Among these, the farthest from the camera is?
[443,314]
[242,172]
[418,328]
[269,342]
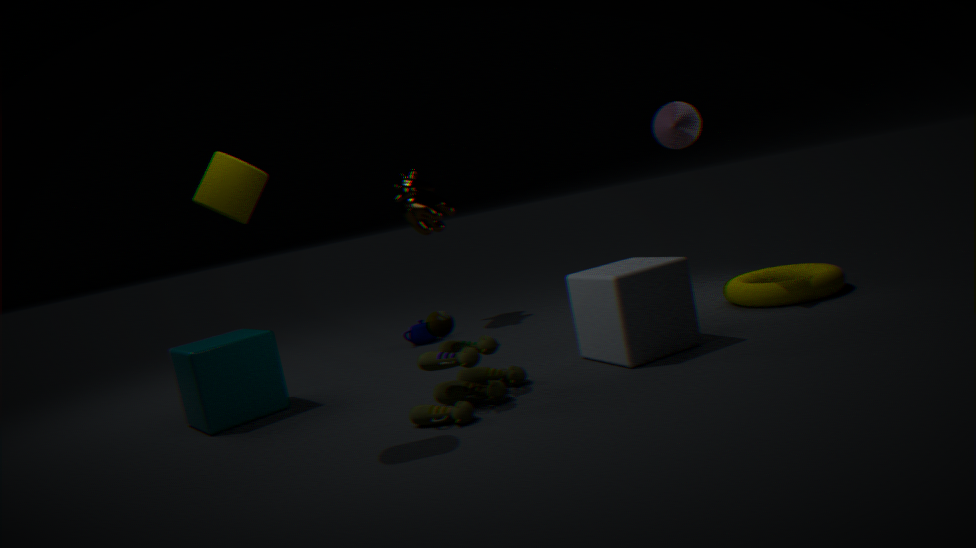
[418,328]
